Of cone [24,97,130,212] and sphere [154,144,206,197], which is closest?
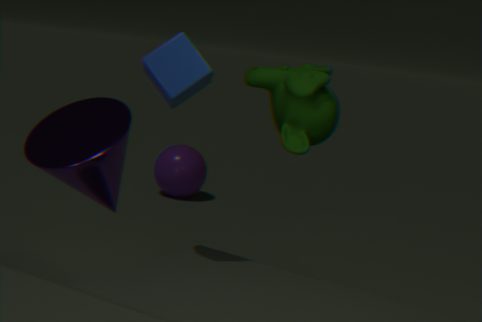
cone [24,97,130,212]
